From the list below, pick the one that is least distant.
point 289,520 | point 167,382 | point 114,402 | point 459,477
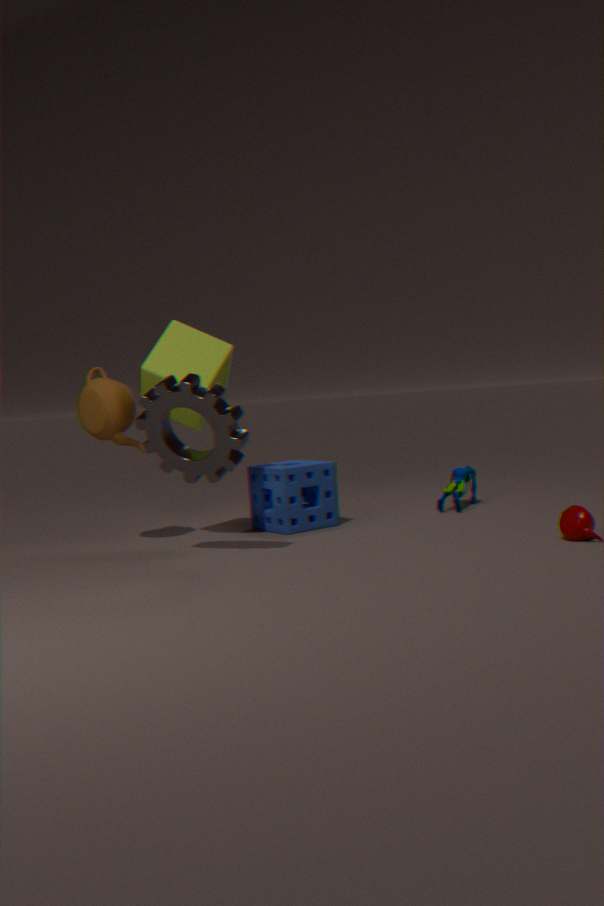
point 167,382
